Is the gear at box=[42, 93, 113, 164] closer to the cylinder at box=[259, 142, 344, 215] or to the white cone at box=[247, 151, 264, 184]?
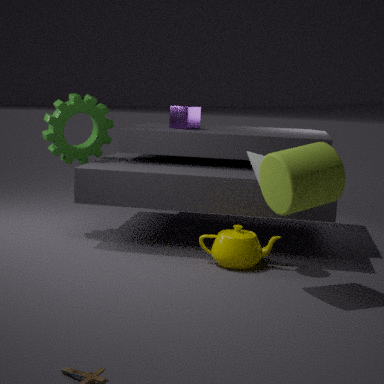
the white cone at box=[247, 151, 264, 184]
